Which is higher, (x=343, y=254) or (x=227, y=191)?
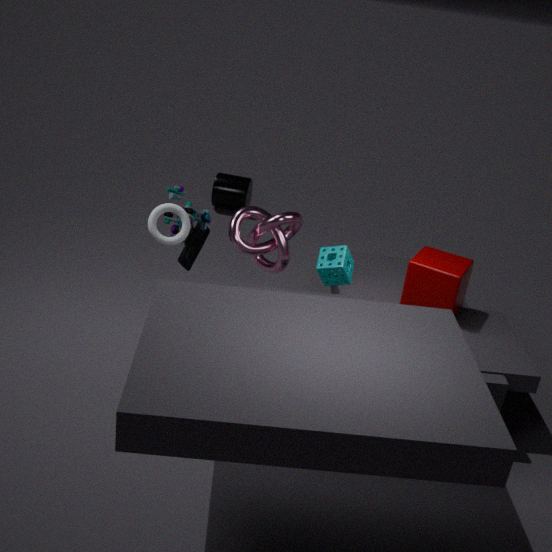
(x=343, y=254)
